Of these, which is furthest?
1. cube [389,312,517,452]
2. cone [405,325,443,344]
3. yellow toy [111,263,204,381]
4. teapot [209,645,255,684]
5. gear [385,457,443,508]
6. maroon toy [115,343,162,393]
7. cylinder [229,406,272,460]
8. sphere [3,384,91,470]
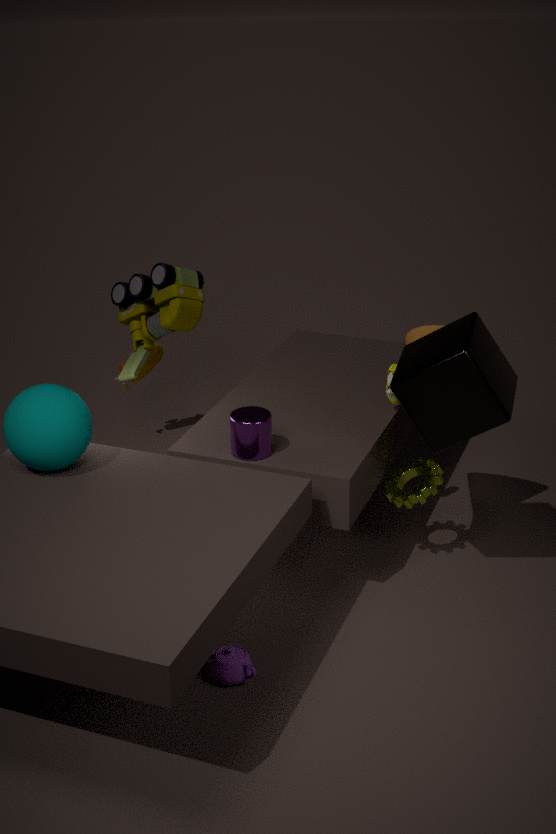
maroon toy [115,343,162,393]
